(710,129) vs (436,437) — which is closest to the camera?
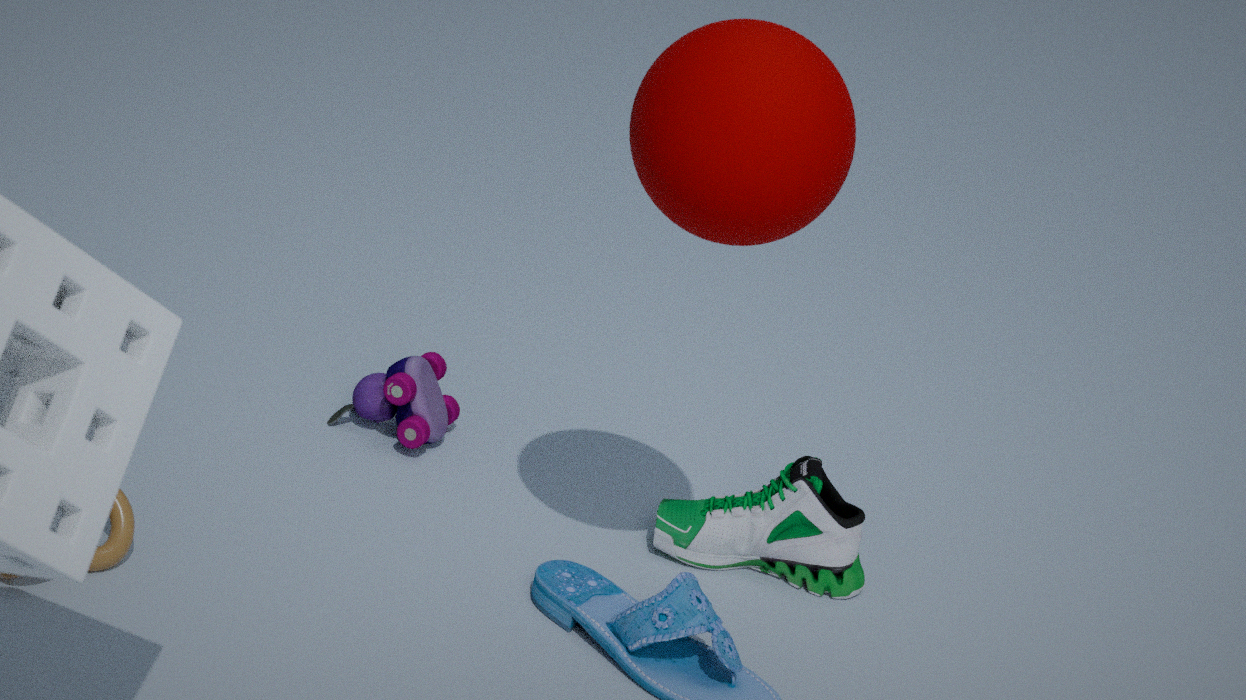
(710,129)
